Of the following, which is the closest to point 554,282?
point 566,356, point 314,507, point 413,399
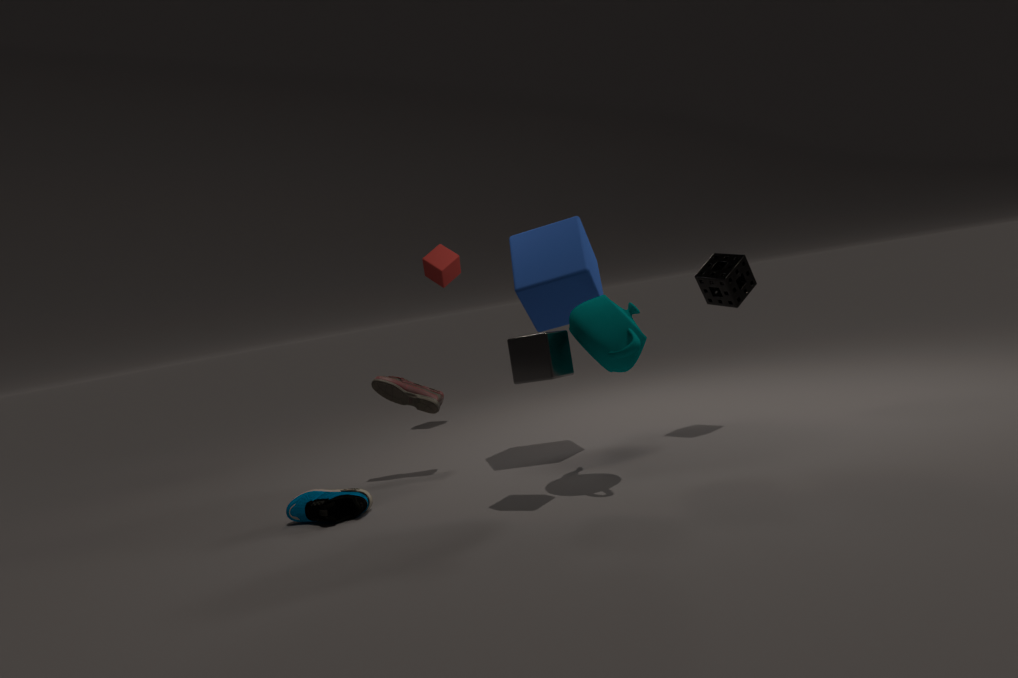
point 566,356
